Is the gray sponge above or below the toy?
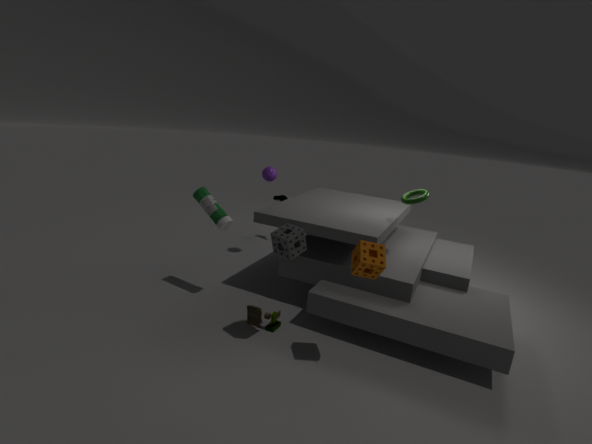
above
